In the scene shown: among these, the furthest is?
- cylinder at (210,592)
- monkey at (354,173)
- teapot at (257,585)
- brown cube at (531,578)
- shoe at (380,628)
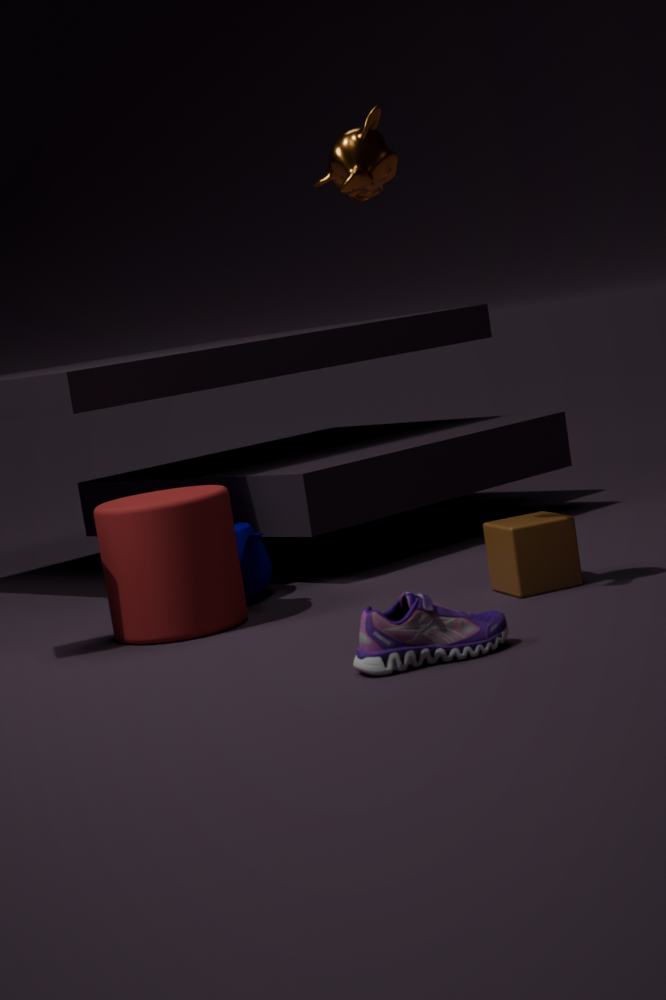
teapot at (257,585)
